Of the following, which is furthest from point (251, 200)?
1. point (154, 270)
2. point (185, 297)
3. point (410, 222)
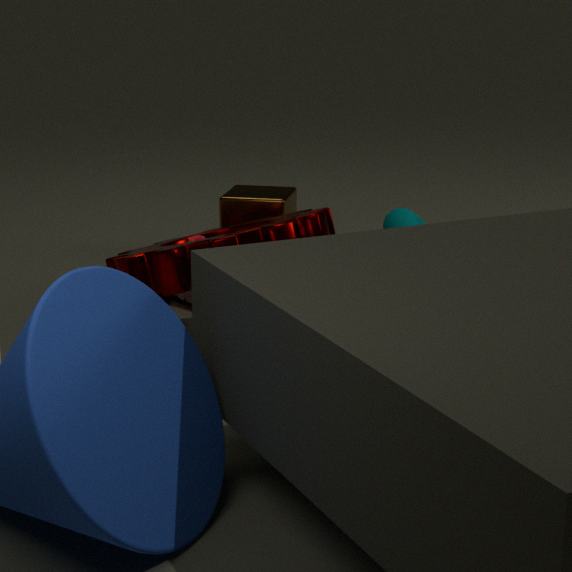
point (410, 222)
